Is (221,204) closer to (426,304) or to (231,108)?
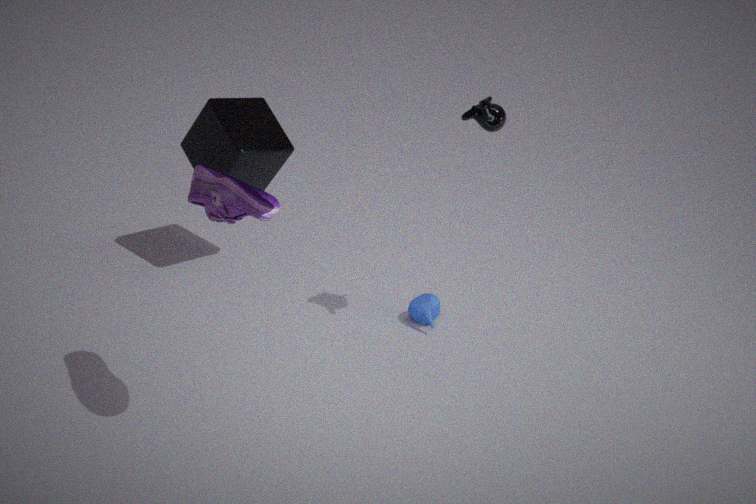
(231,108)
